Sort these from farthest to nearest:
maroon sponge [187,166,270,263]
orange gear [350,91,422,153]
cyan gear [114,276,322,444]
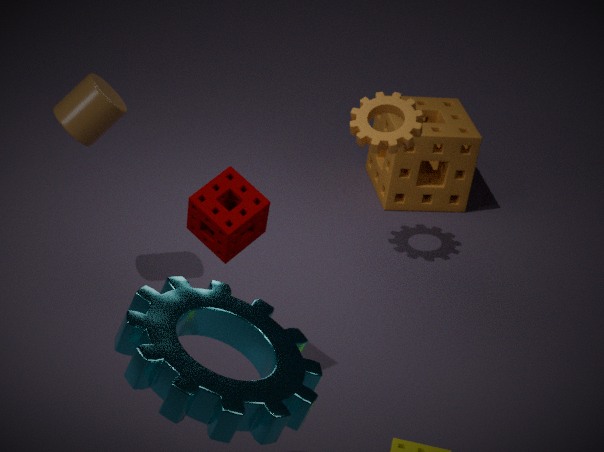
A: orange gear [350,91,422,153], maroon sponge [187,166,270,263], cyan gear [114,276,322,444]
